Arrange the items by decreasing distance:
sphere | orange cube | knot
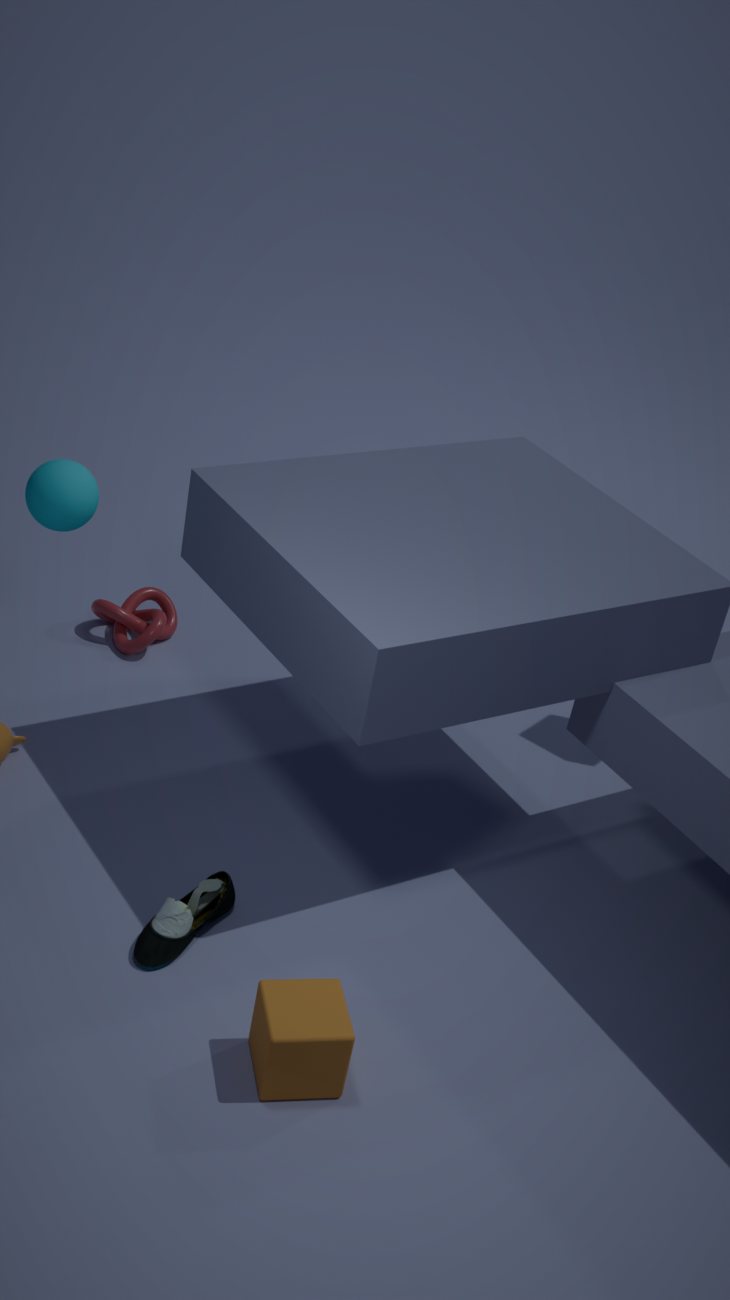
knot → sphere → orange cube
